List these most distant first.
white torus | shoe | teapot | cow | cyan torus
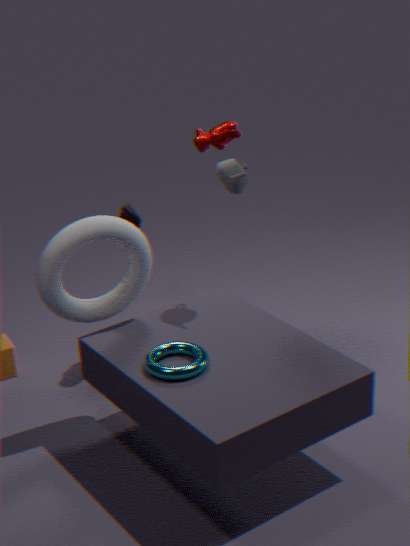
cow, shoe, teapot, white torus, cyan torus
